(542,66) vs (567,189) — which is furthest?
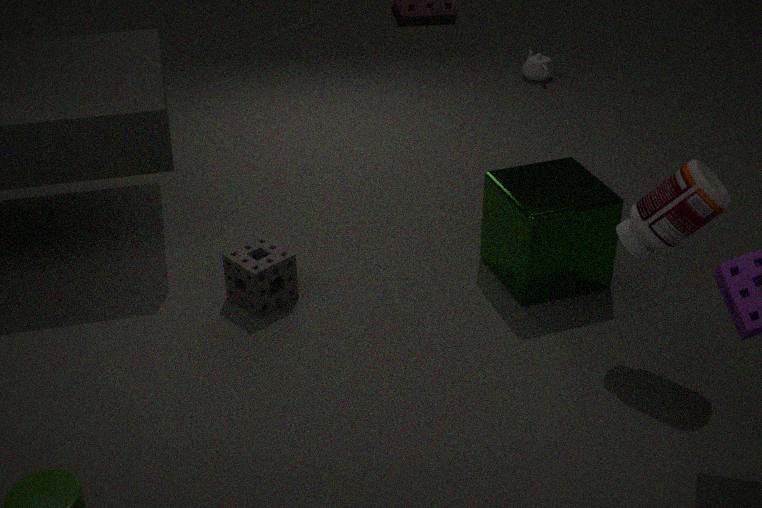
(542,66)
